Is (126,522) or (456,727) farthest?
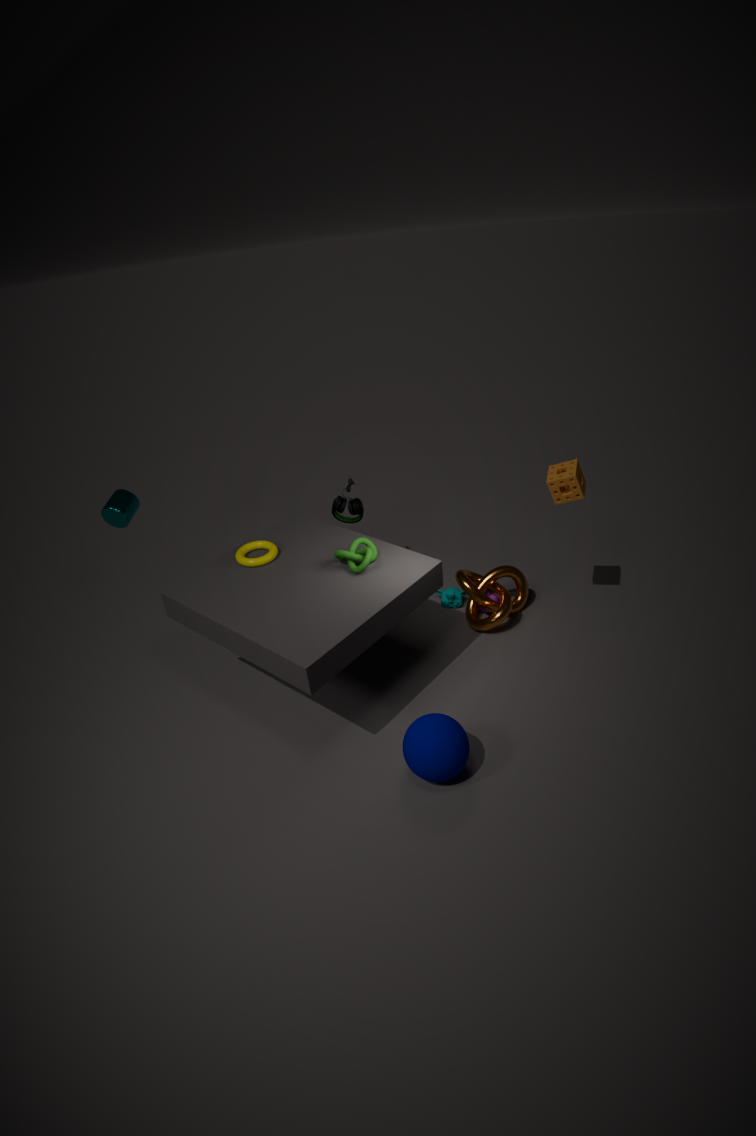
(126,522)
